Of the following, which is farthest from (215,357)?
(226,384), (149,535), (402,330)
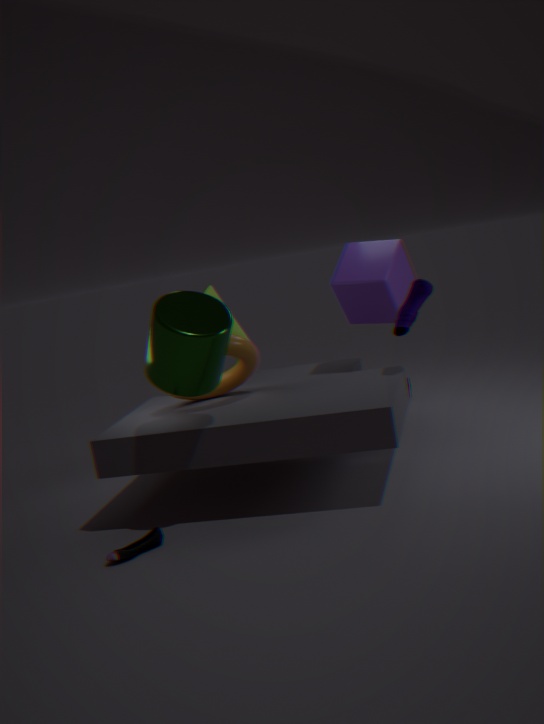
(402,330)
